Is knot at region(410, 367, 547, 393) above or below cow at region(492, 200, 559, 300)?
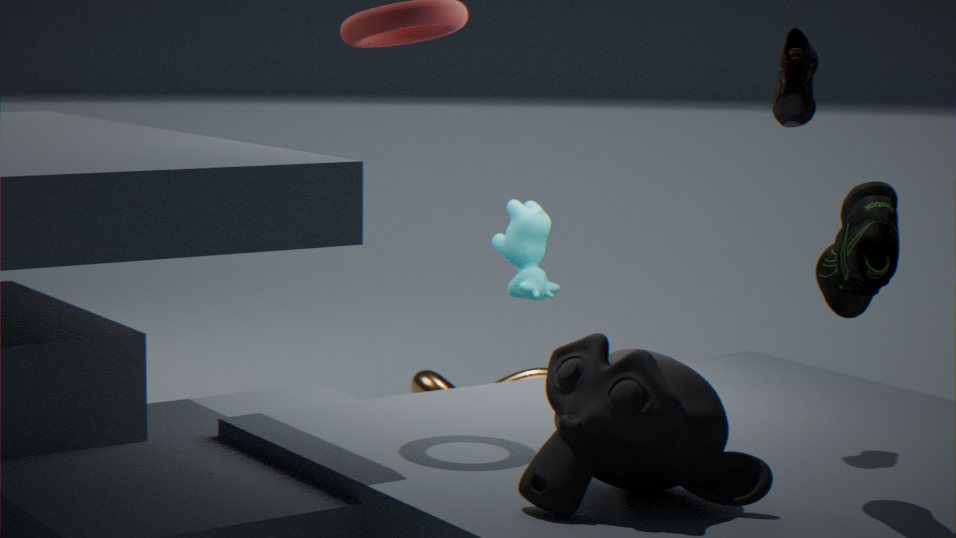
below
